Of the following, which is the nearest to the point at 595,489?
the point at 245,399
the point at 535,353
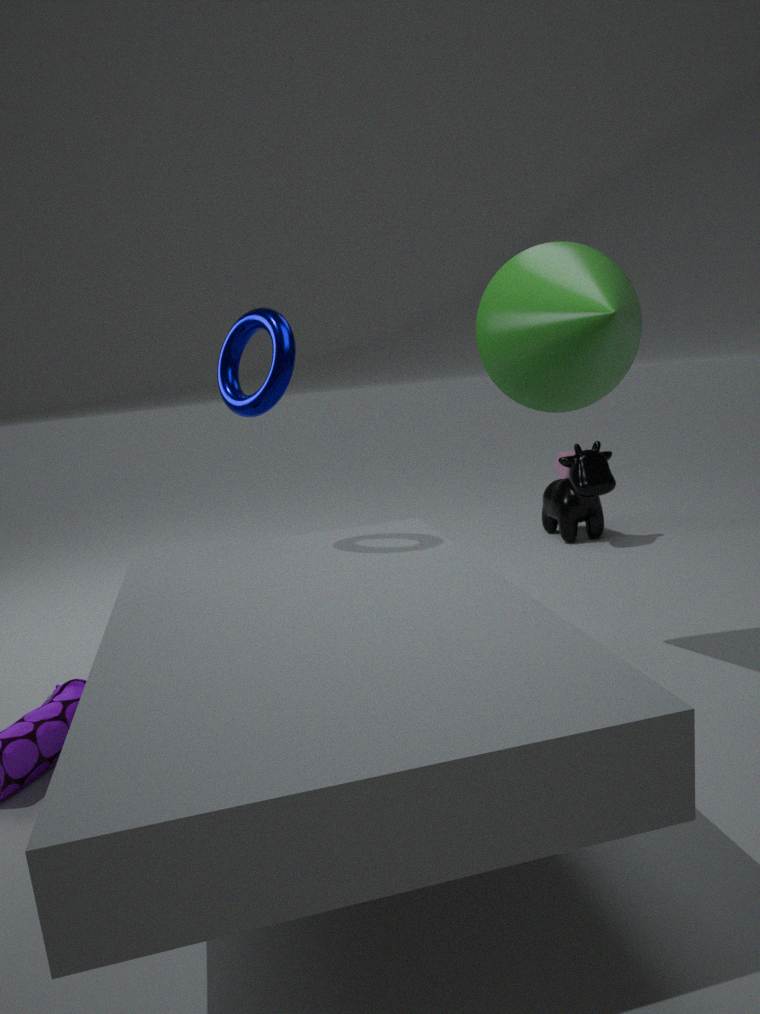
the point at 535,353
